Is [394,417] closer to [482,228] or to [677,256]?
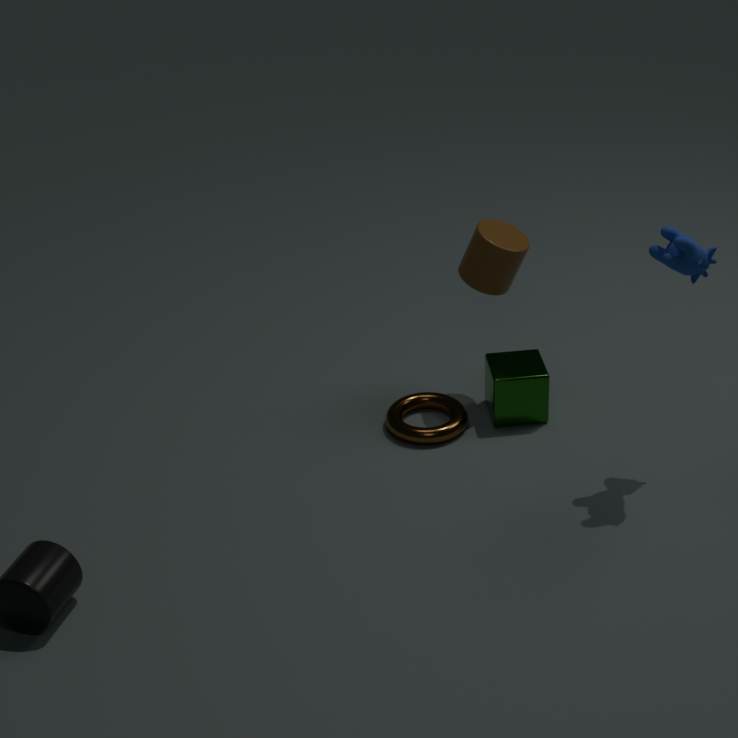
[482,228]
